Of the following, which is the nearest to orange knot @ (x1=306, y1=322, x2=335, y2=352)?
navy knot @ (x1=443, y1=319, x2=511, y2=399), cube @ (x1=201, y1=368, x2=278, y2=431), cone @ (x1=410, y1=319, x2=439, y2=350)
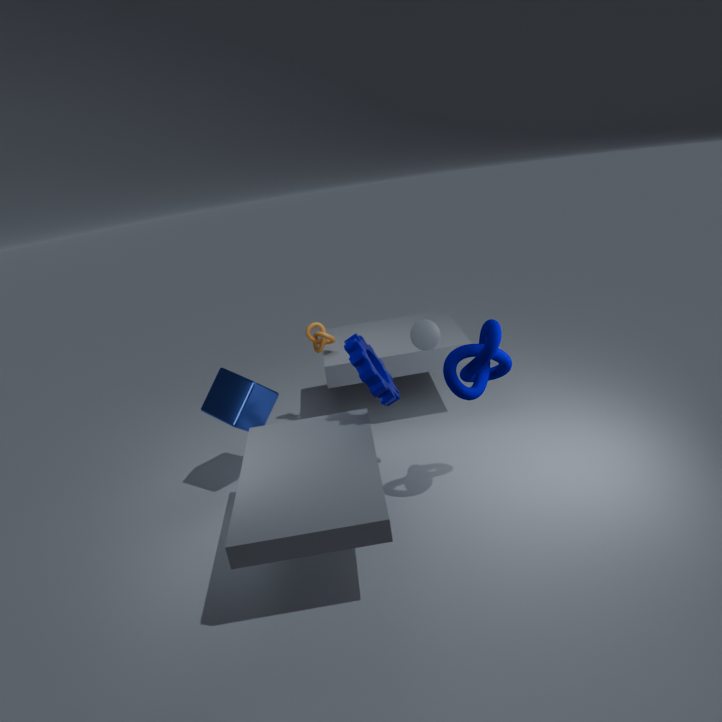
cube @ (x1=201, y1=368, x2=278, y2=431)
